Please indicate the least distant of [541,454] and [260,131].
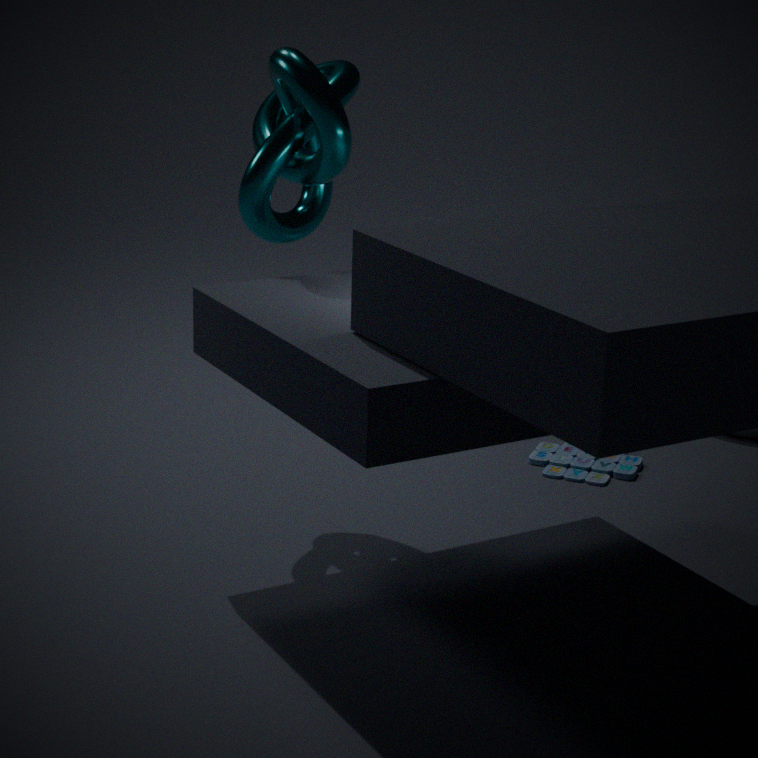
[260,131]
